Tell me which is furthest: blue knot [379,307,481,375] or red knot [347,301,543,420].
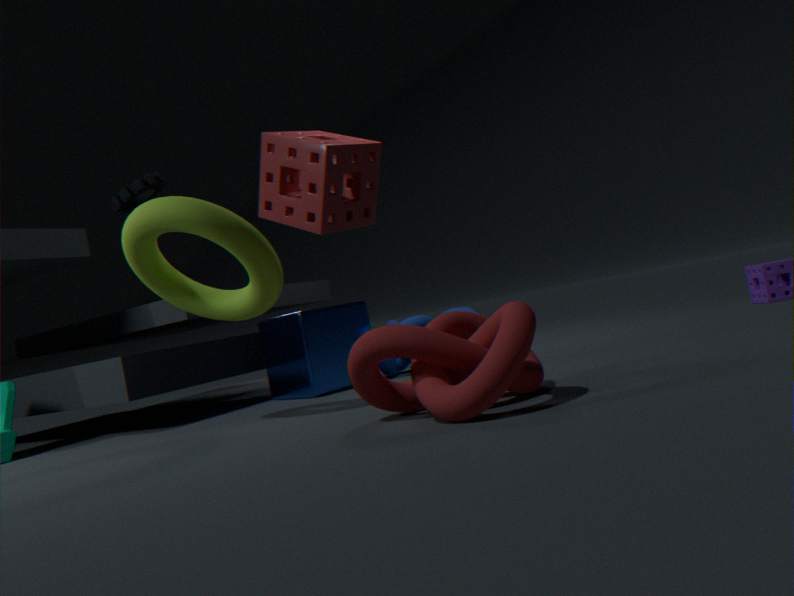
blue knot [379,307,481,375]
